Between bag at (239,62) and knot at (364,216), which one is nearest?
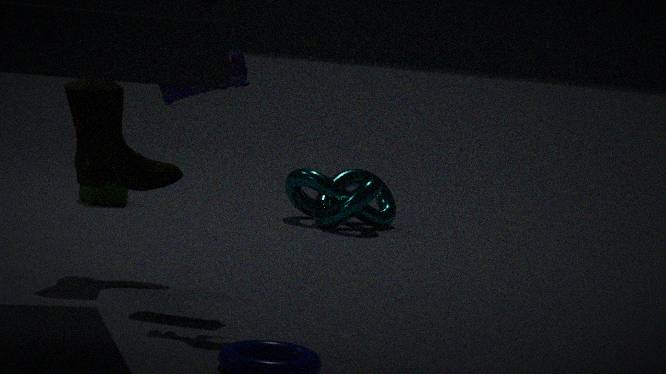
bag at (239,62)
